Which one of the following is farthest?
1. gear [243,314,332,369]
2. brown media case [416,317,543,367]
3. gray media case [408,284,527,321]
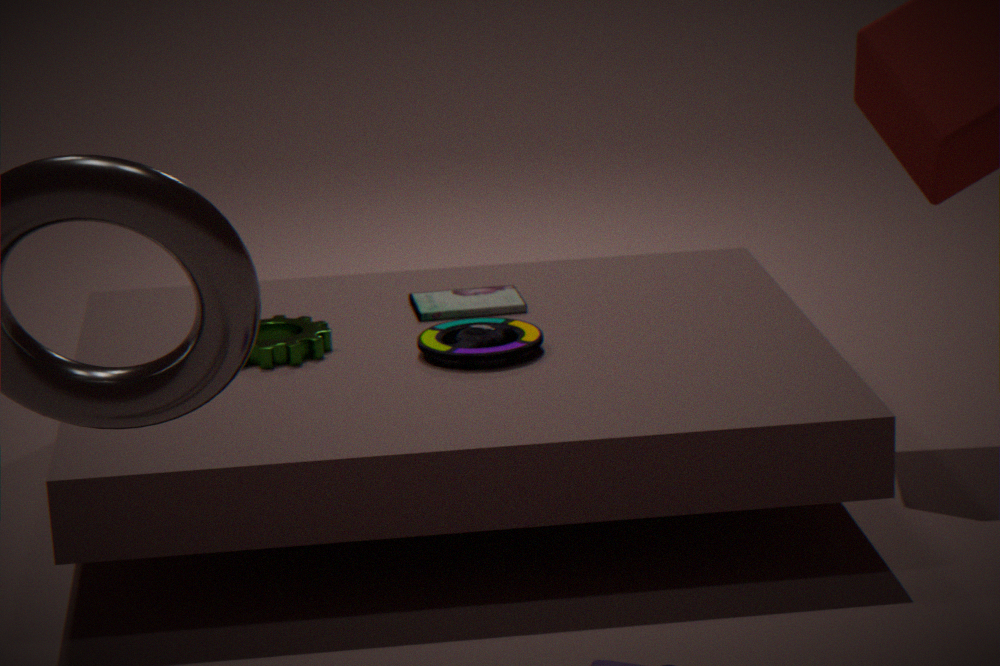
gray media case [408,284,527,321]
